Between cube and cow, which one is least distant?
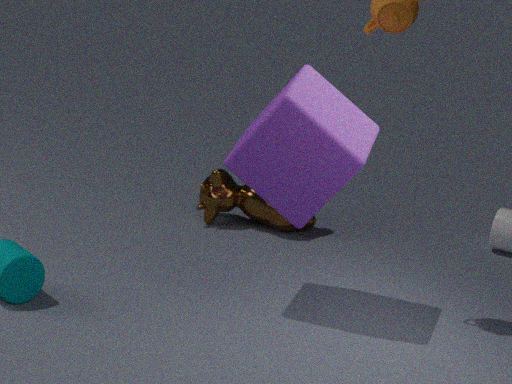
cube
